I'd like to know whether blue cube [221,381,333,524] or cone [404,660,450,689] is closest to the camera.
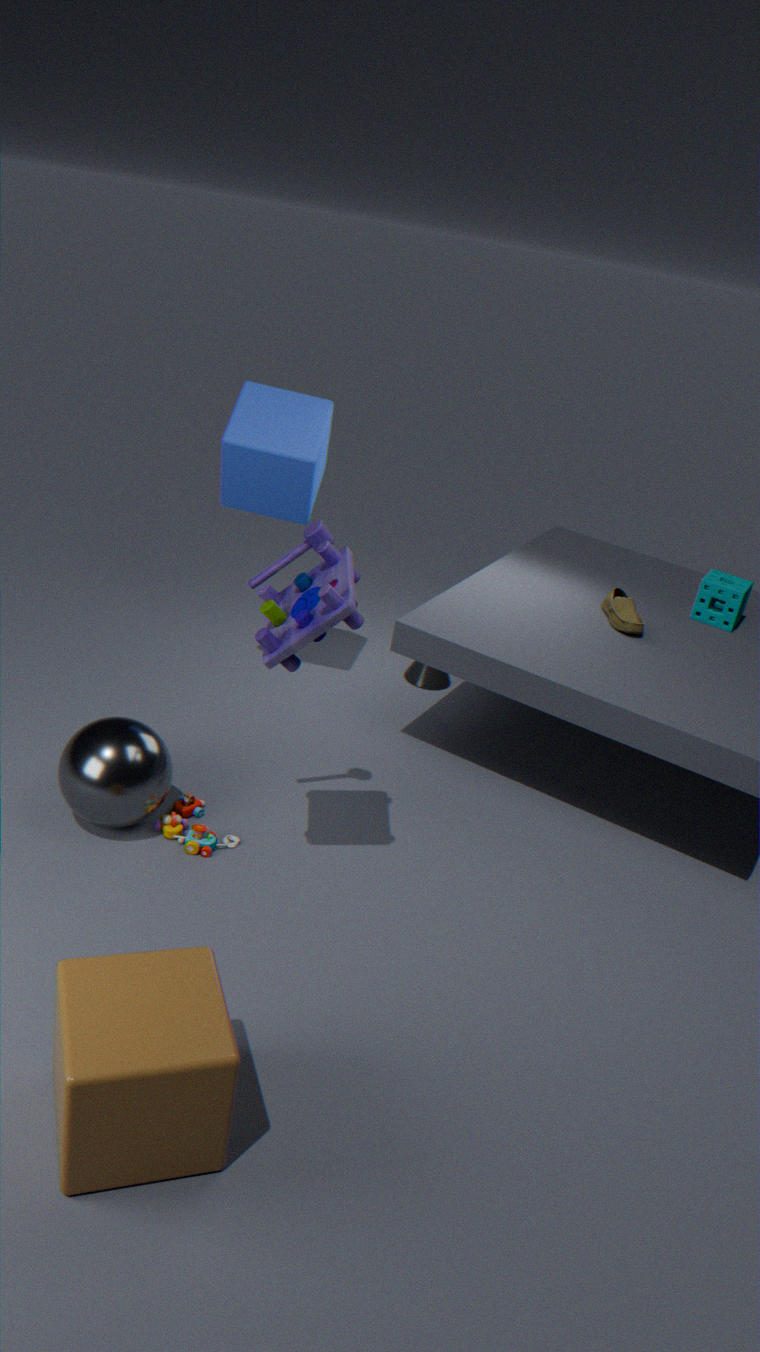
blue cube [221,381,333,524]
